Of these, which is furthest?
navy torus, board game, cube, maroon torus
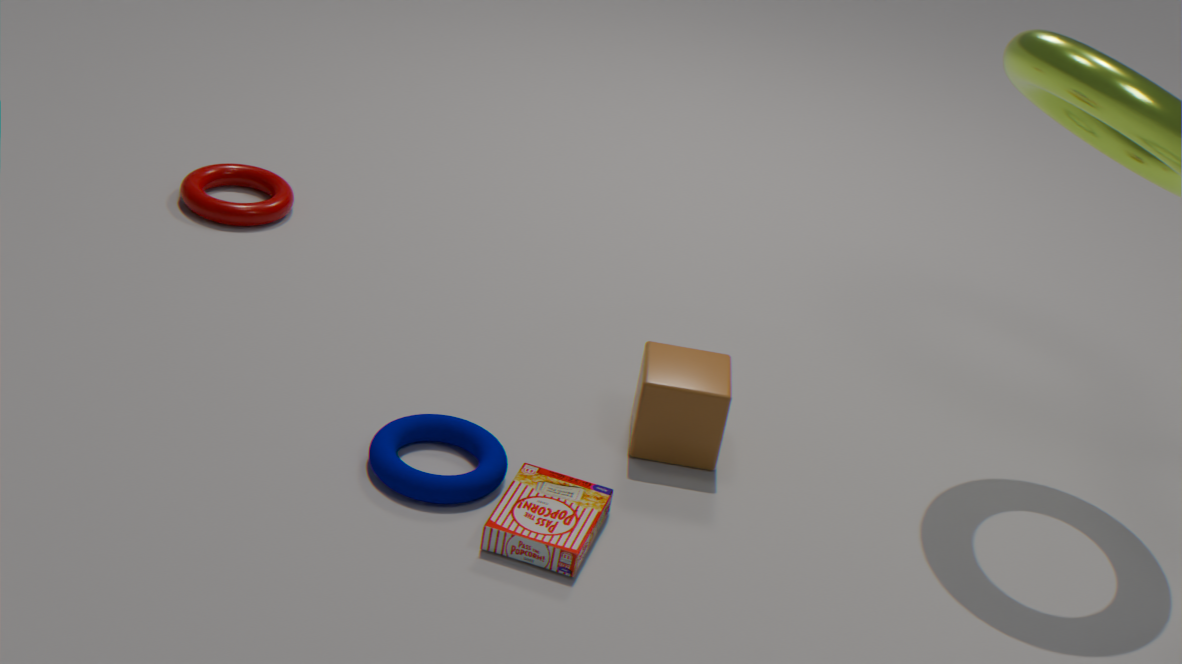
maroon torus
